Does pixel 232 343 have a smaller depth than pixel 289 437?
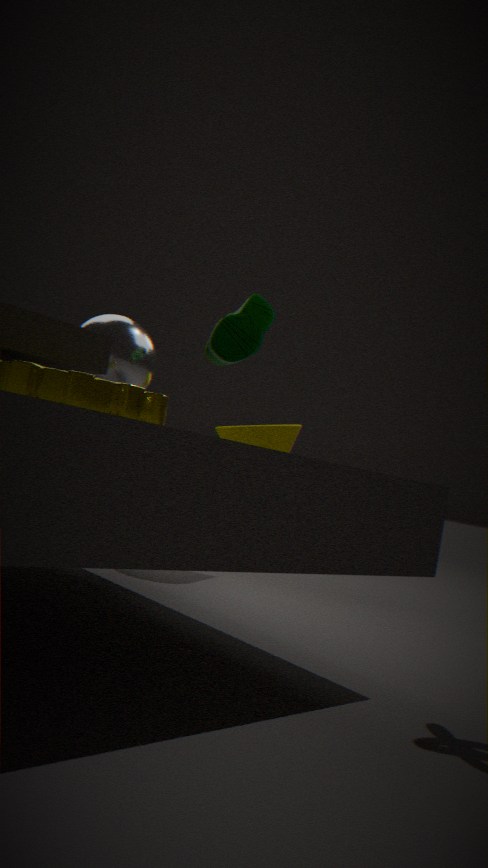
Yes
